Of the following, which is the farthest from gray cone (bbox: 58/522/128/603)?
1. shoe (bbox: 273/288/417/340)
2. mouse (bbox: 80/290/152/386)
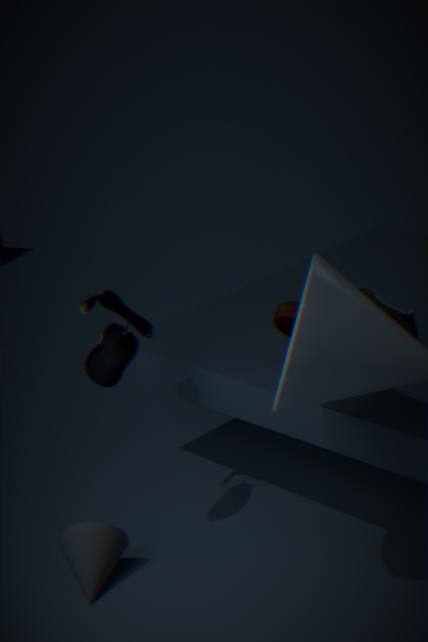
shoe (bbox: 273/288/417/340)
